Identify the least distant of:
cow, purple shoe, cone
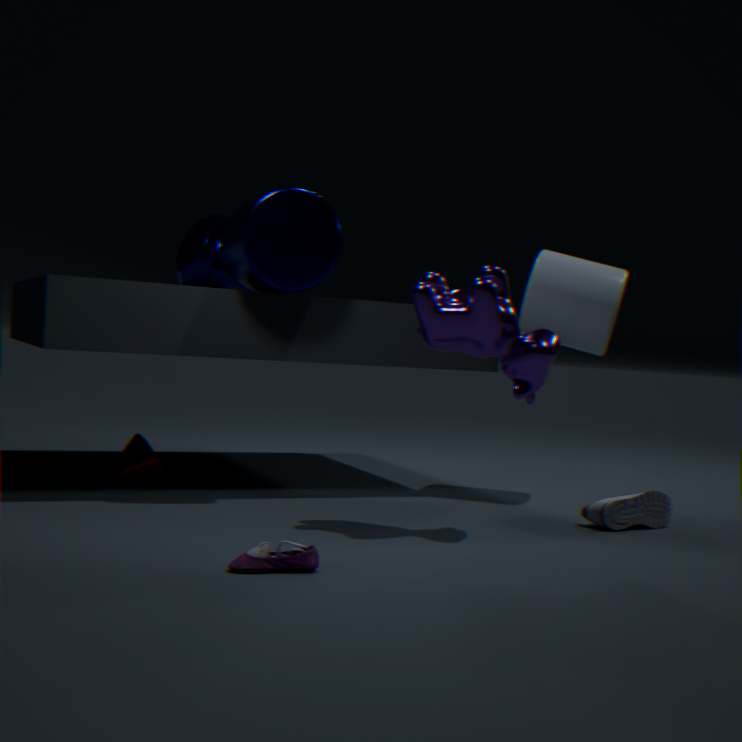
purple shoe
